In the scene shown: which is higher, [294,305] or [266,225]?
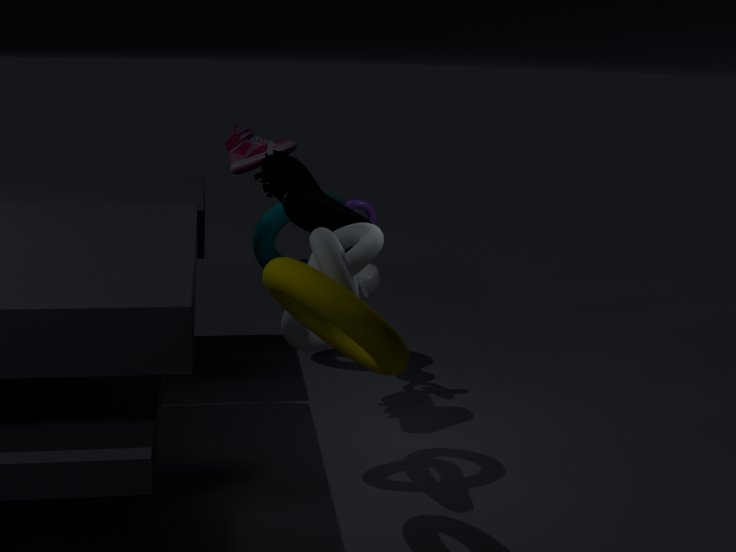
[294,305]
